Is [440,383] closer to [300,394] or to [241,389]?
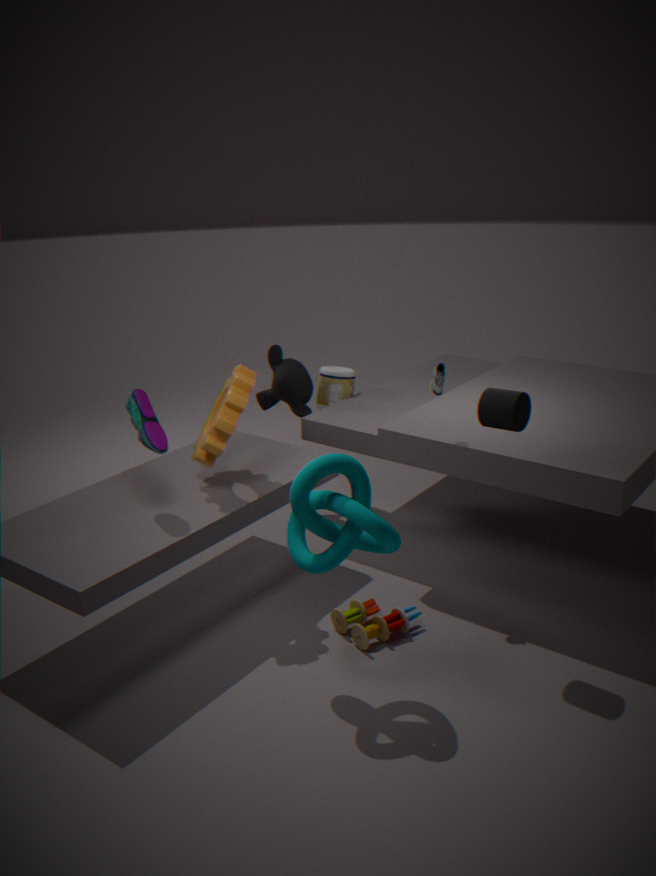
A: [241,389]
